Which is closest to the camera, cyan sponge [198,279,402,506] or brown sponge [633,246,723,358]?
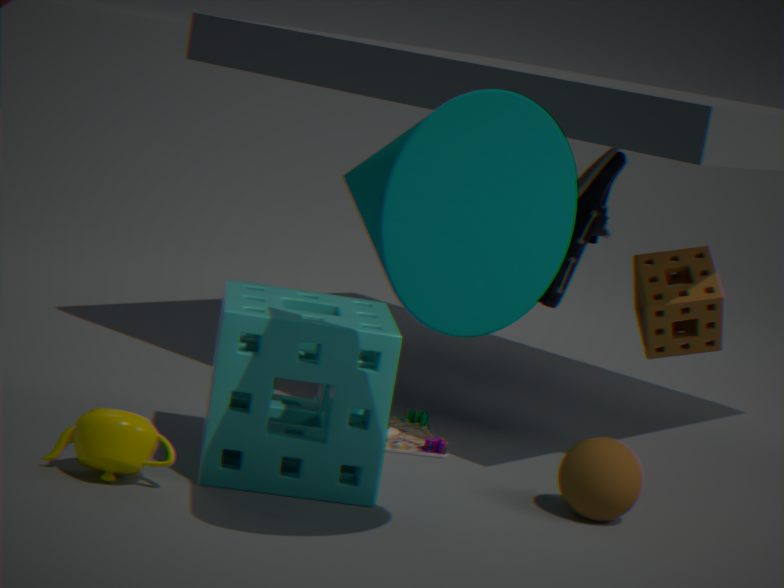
cyan sponge [198,279,402,506]
